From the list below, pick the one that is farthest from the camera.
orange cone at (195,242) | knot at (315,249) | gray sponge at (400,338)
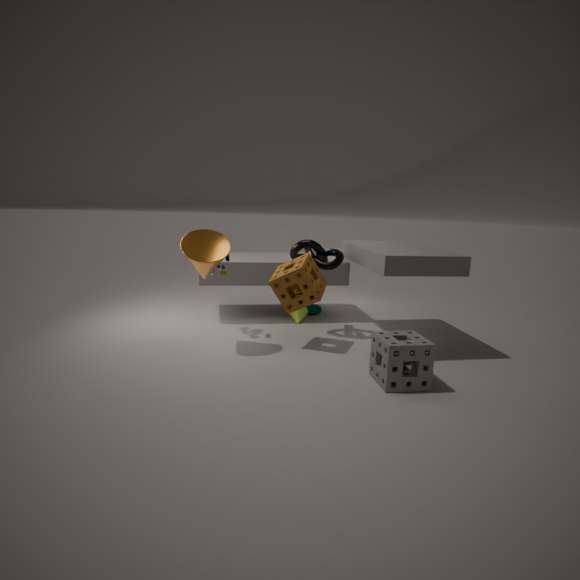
knot at (315,249)
